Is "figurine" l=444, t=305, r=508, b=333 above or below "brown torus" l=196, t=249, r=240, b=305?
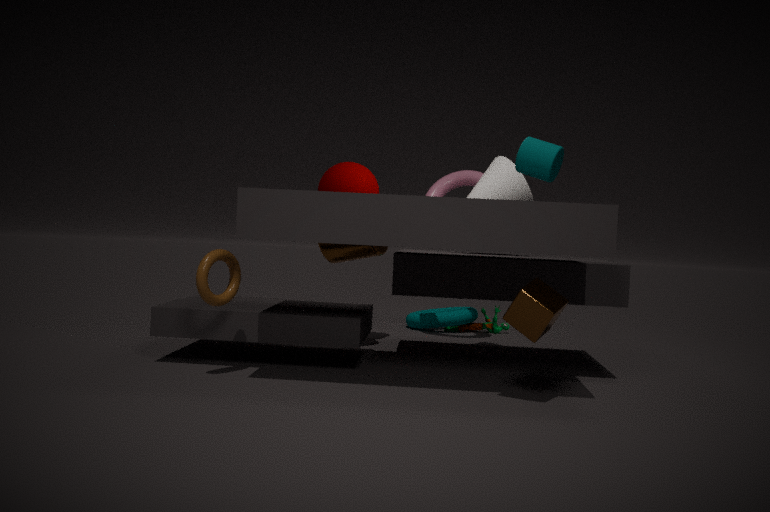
below
